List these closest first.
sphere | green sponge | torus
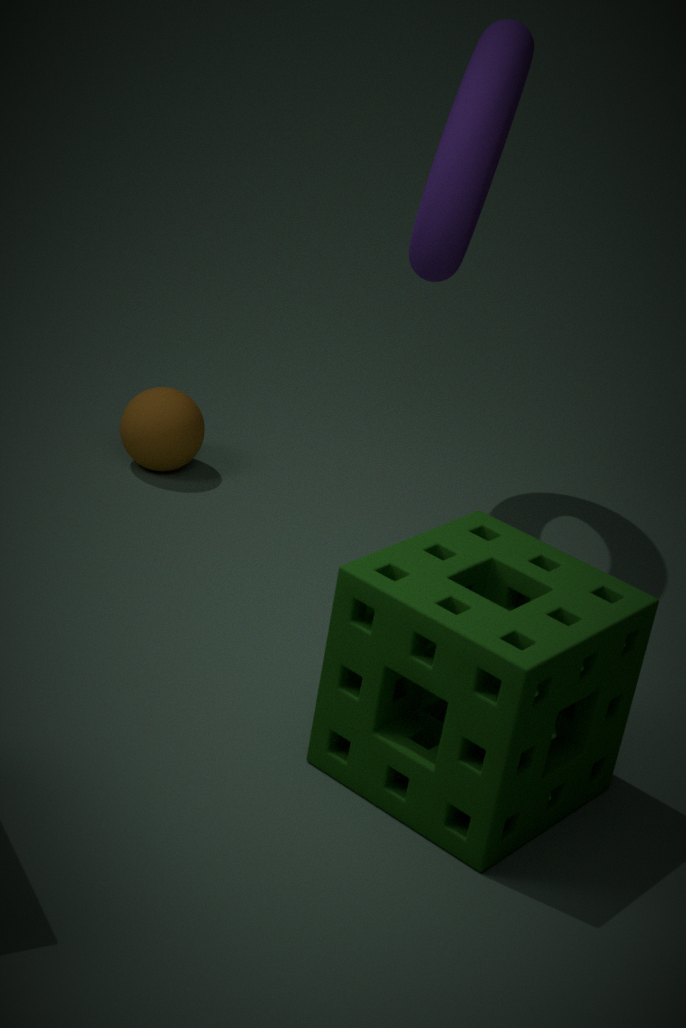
green sponge, torus, sphere
